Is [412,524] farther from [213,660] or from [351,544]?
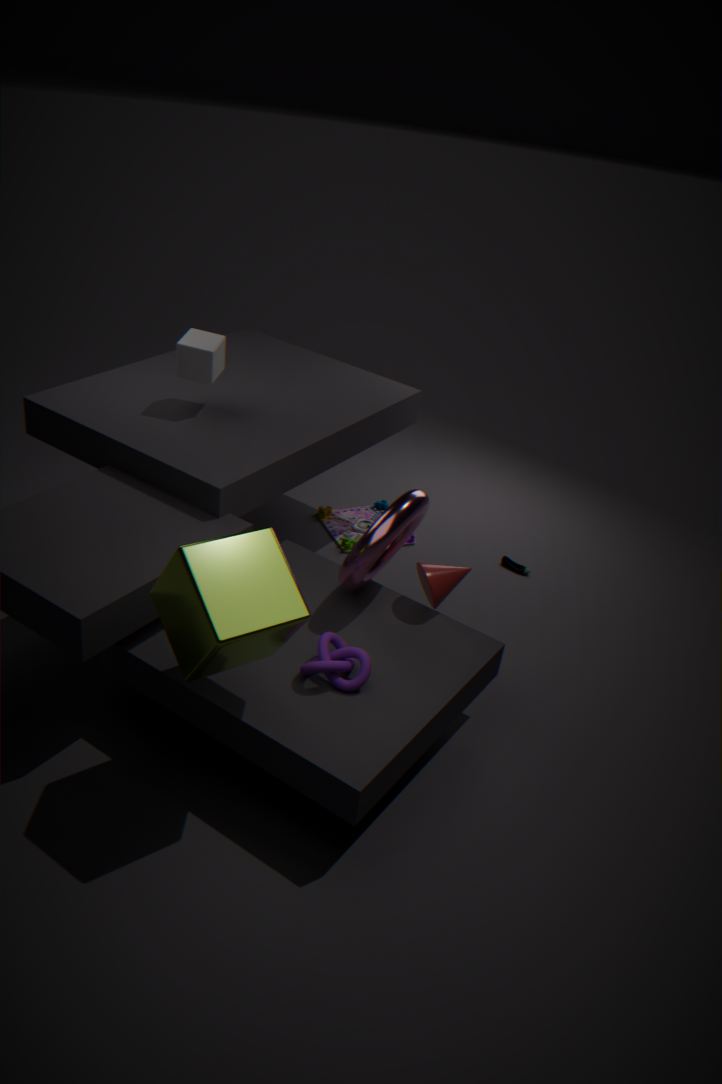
[351,544]
